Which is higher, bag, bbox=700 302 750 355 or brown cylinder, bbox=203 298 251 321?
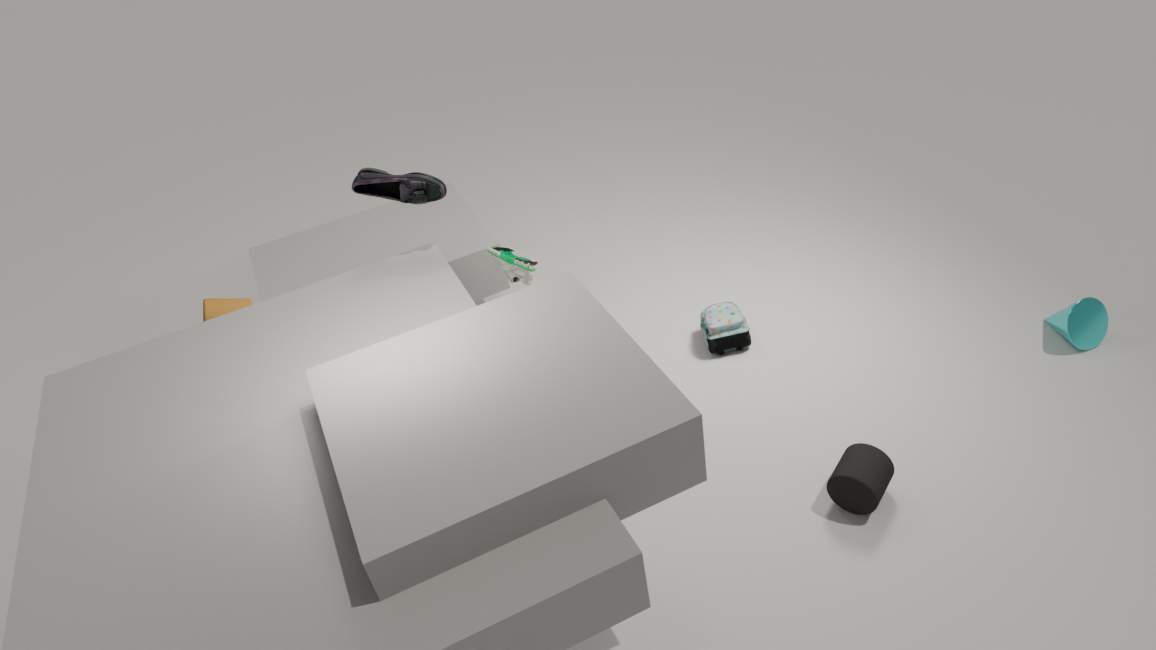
brown cylinder, bbox=203 298 251 321
